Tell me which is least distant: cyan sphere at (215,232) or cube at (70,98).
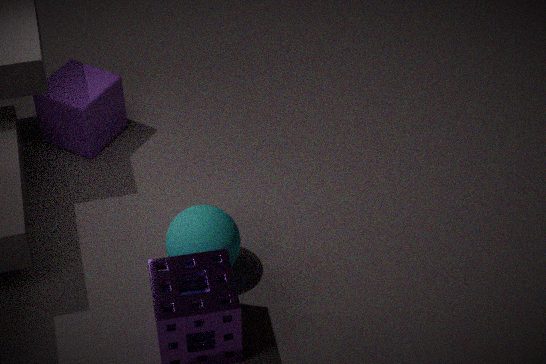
cyan sphere at (215,232)
